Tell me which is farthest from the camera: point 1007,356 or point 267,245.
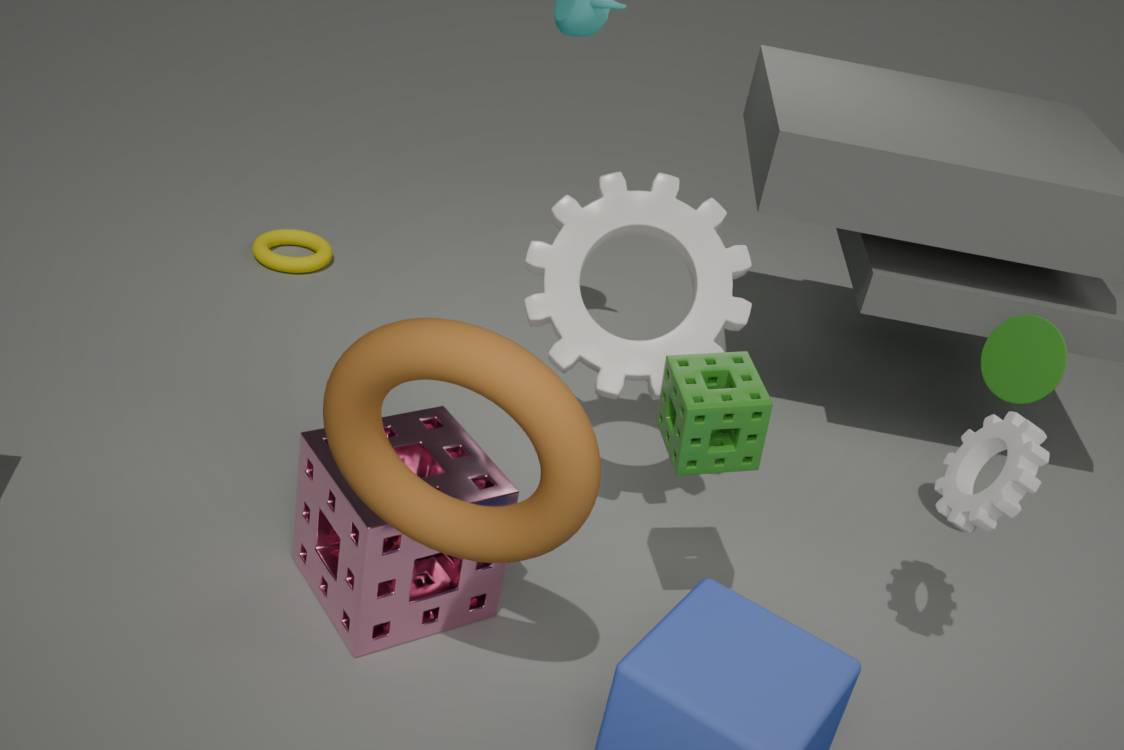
point 267,245
